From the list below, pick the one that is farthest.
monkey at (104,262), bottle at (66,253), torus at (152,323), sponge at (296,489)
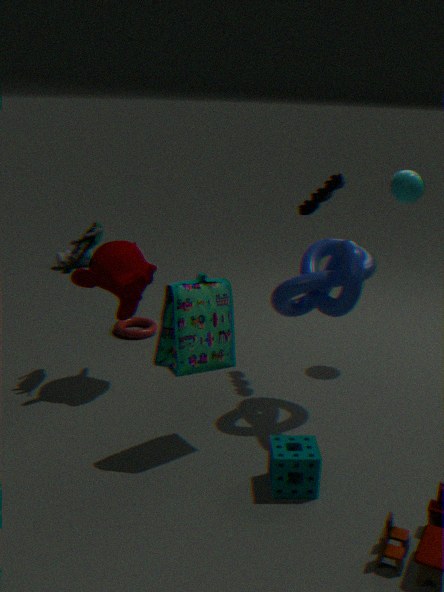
bottle at (66,253)
